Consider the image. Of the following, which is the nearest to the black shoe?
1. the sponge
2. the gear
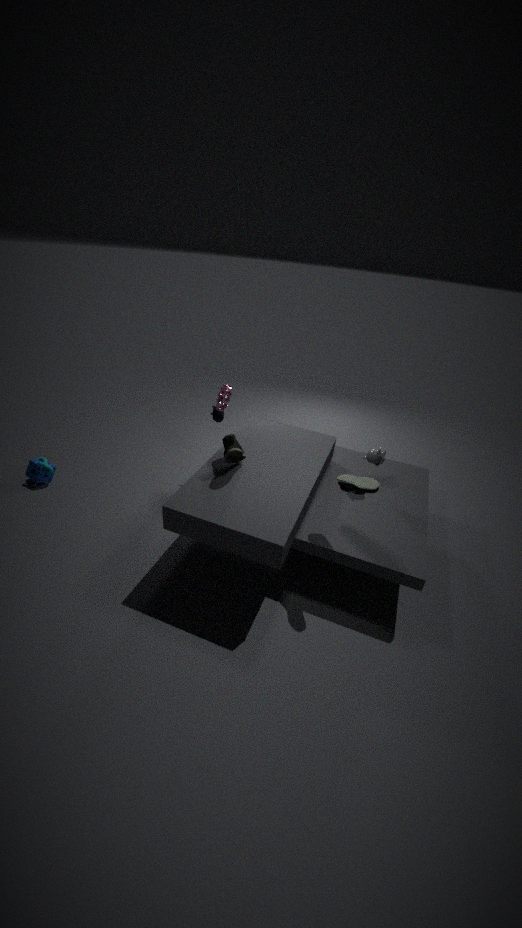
the gear
